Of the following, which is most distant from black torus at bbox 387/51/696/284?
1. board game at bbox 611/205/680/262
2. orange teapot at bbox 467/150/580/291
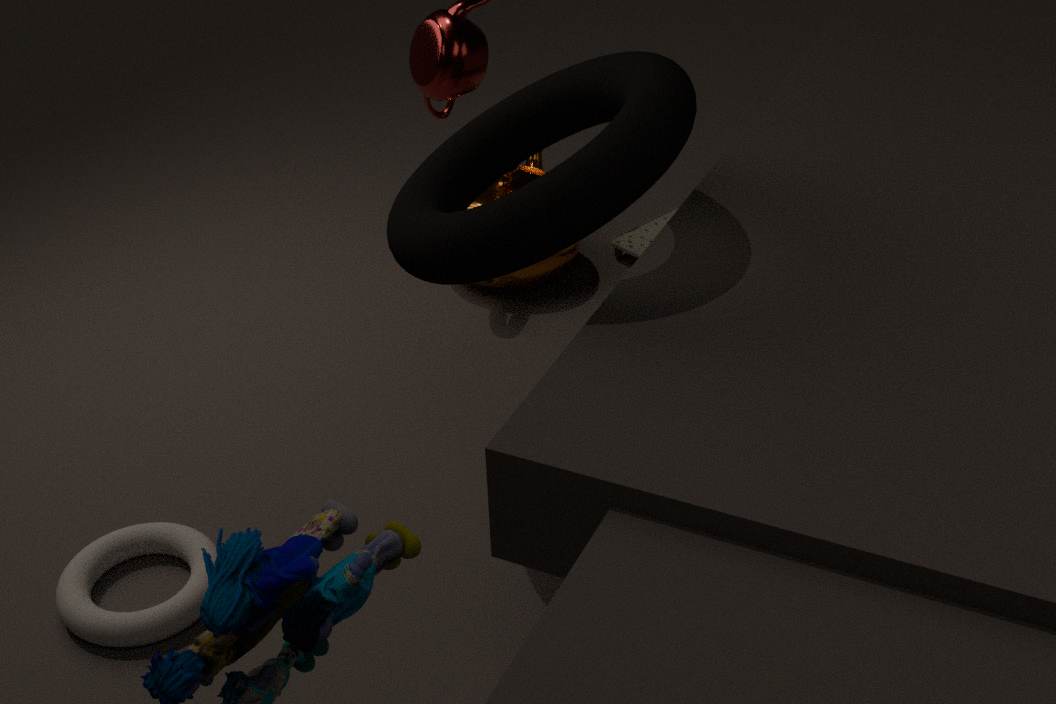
board game at bbox 611/205/680/262
